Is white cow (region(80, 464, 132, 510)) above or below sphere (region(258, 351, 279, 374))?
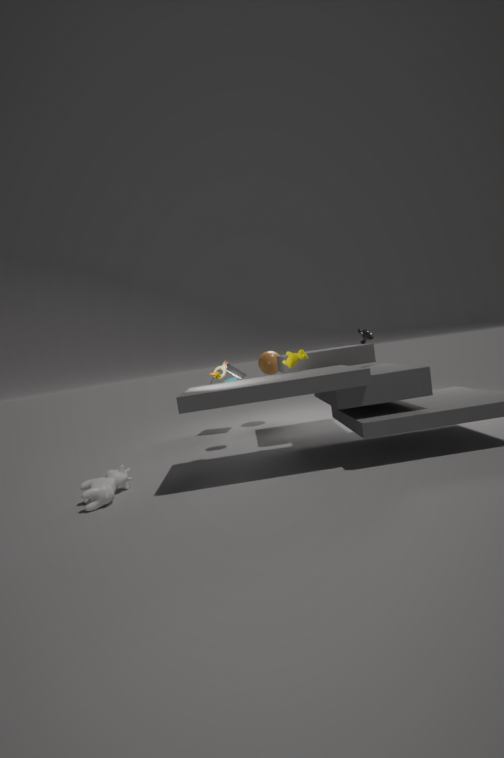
below
